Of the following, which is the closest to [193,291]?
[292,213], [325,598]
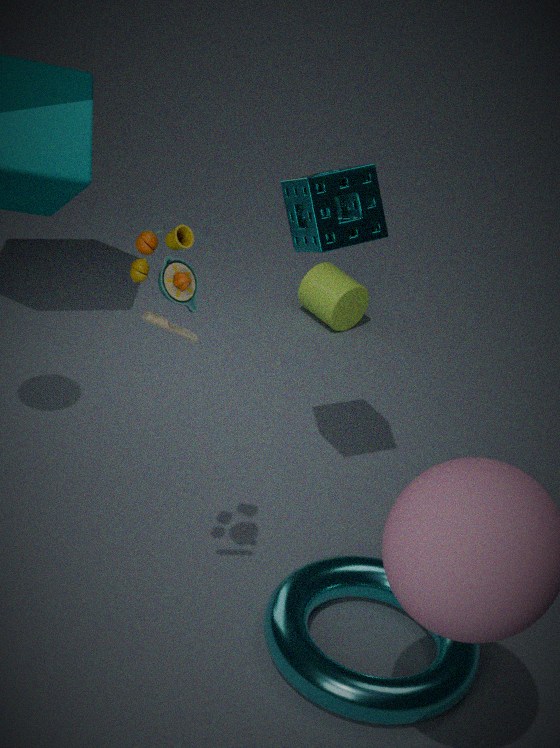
[292,213]
